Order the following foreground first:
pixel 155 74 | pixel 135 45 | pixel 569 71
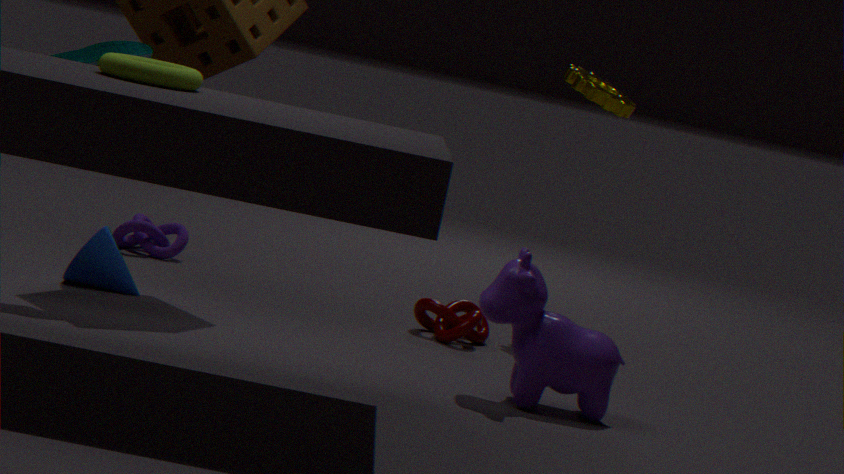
pixel 155 74, pixel 135 45, pixel 569 71
